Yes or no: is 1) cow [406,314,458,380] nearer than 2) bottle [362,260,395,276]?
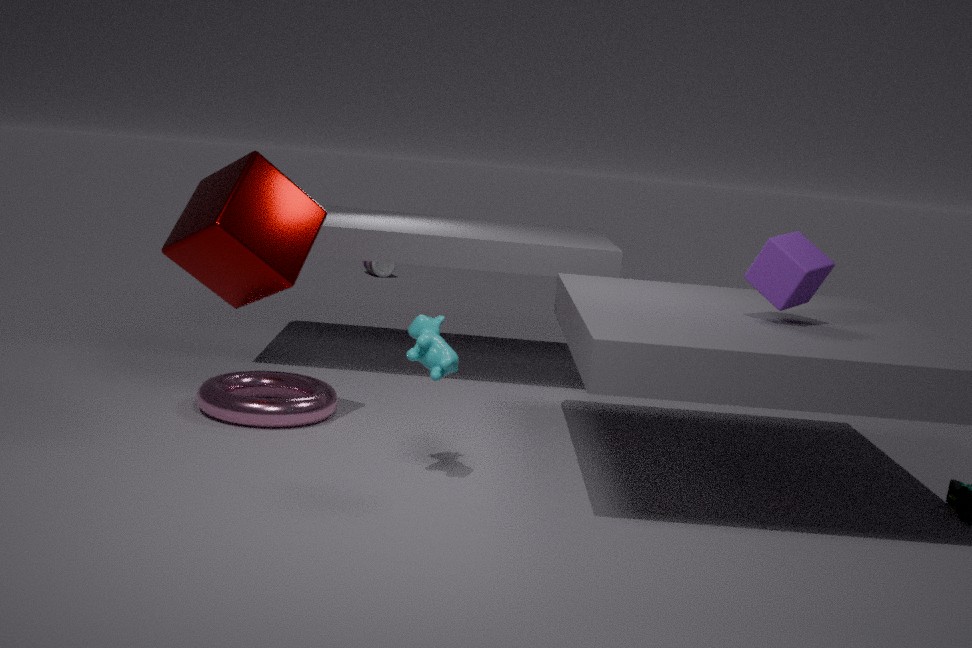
Yes
